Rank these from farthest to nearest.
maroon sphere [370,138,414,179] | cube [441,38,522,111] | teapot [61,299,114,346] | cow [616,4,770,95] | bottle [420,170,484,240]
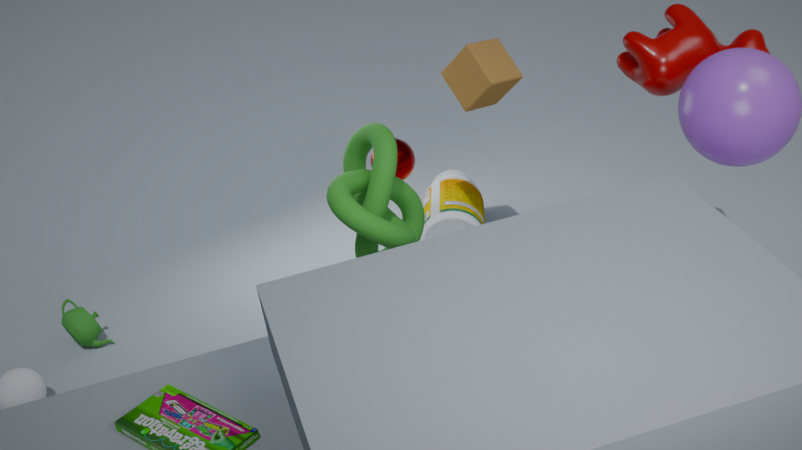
1. bottle [420,170,484,240]
2. maroon sphere [370,138,414,179]
3. teapot [61,299,114,346]
4. cube [441,38,522,111]
5. cow [616,4,770,95]
